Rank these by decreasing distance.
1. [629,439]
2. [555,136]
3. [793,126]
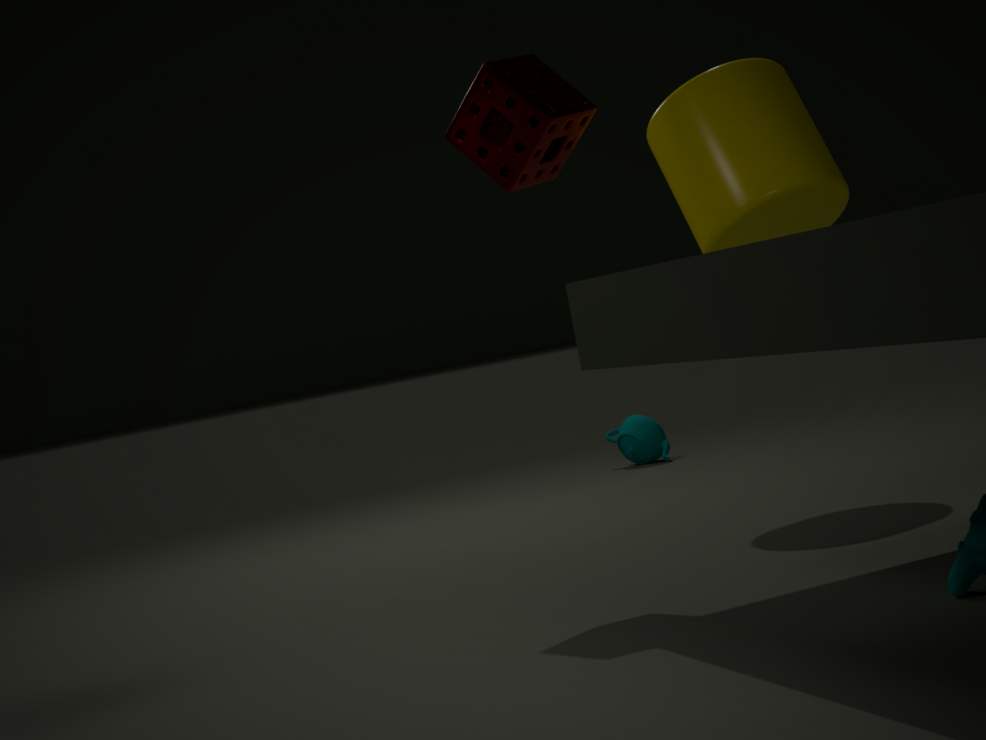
[629,439]
[793,126]
[555,136]
